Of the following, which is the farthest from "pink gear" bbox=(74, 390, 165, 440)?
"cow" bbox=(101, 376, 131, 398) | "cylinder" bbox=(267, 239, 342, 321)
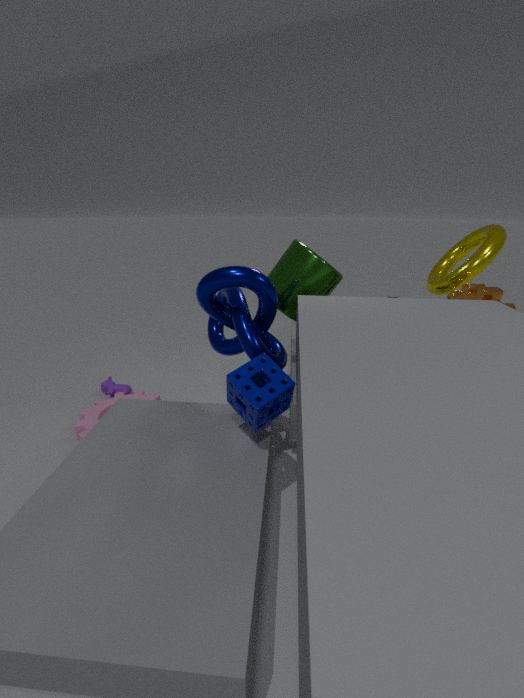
"cylinder" bbox=(267, 239, 342, 321)
